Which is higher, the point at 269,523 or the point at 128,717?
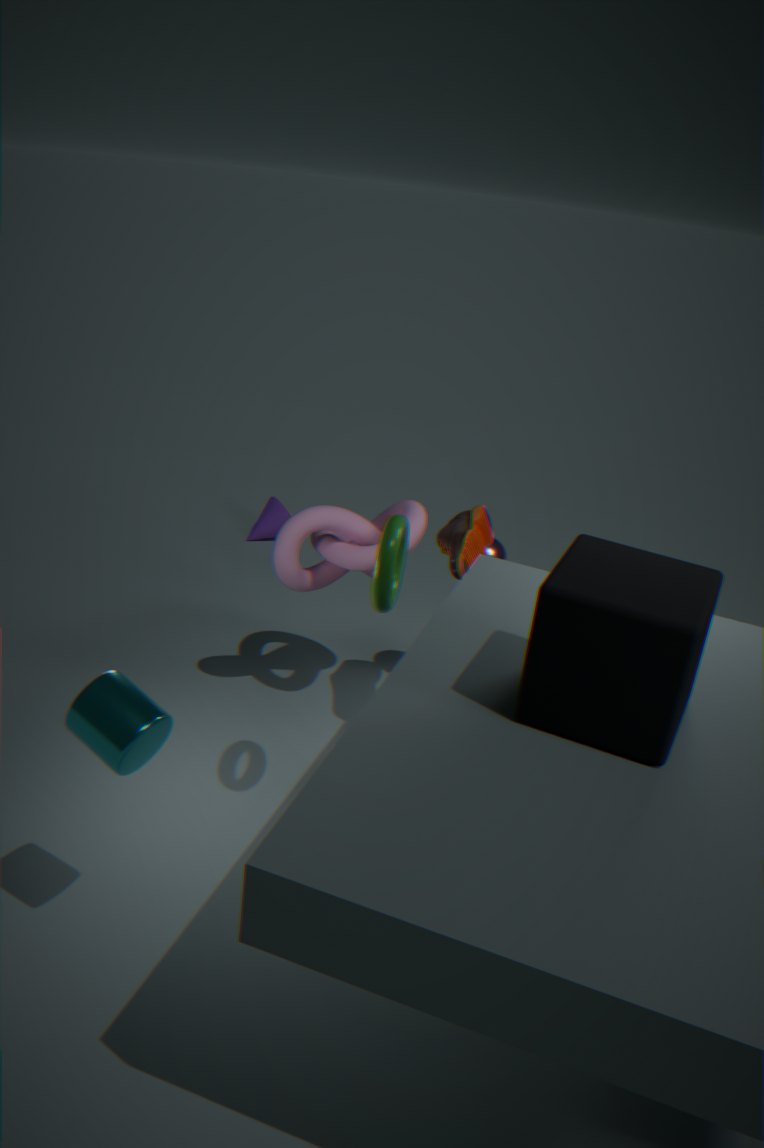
the point at 128,717
